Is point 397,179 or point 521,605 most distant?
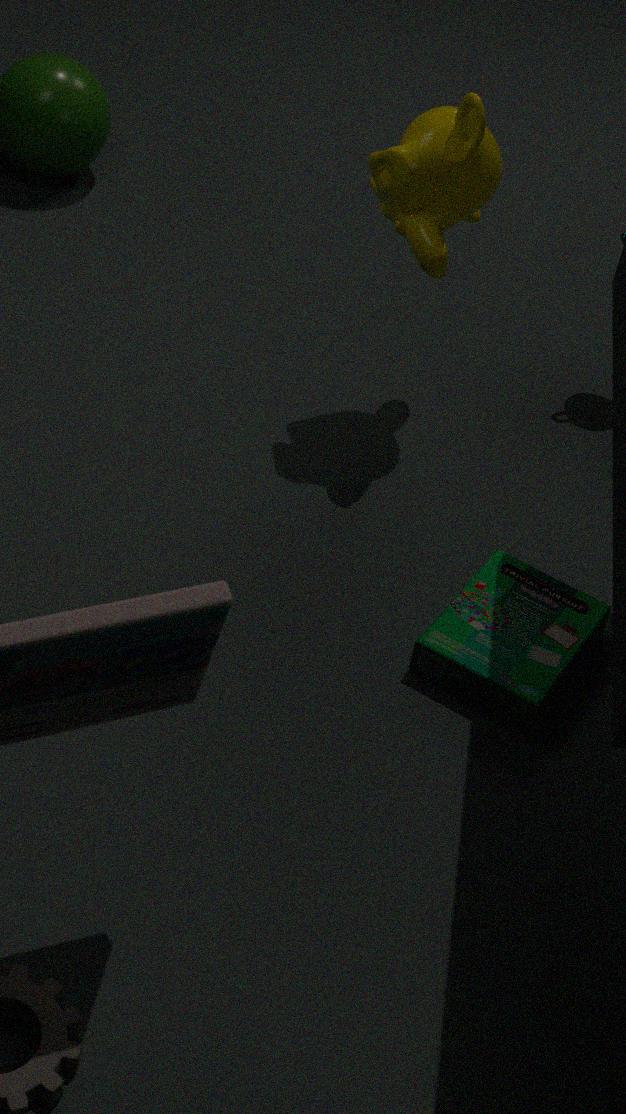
point 397,179
